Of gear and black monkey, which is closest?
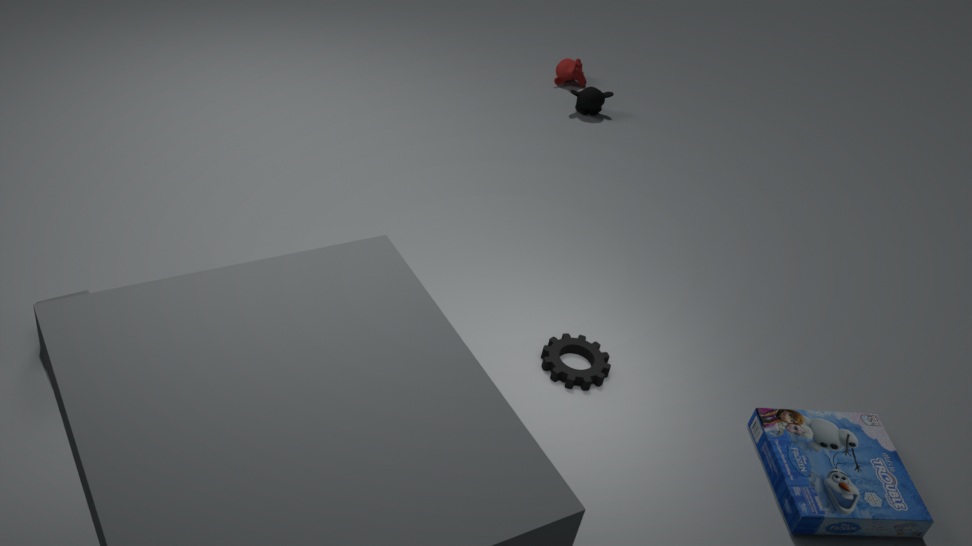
gear
